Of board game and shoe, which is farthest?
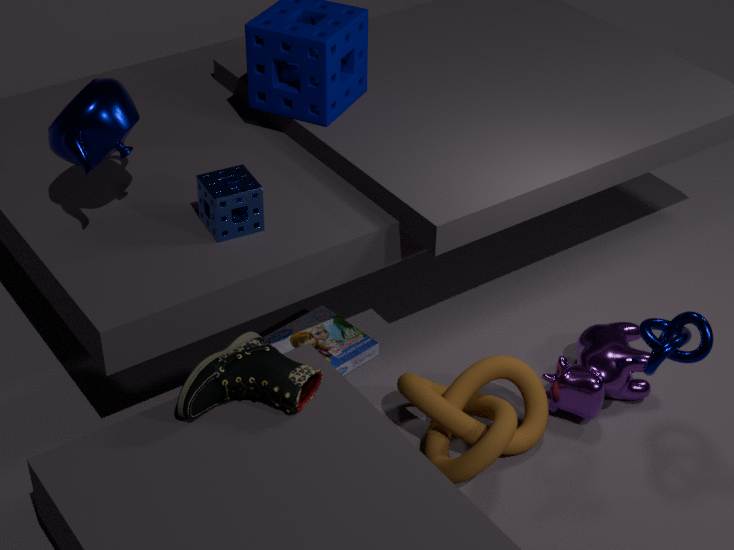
board game
